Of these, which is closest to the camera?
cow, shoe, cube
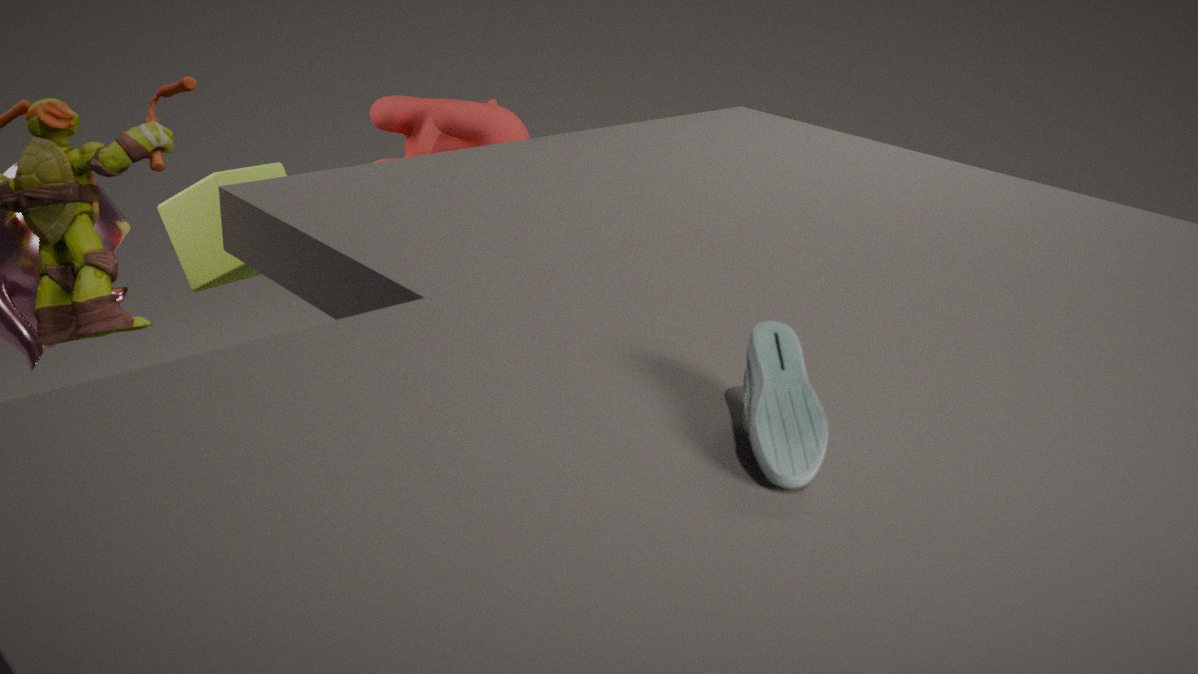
shoe
